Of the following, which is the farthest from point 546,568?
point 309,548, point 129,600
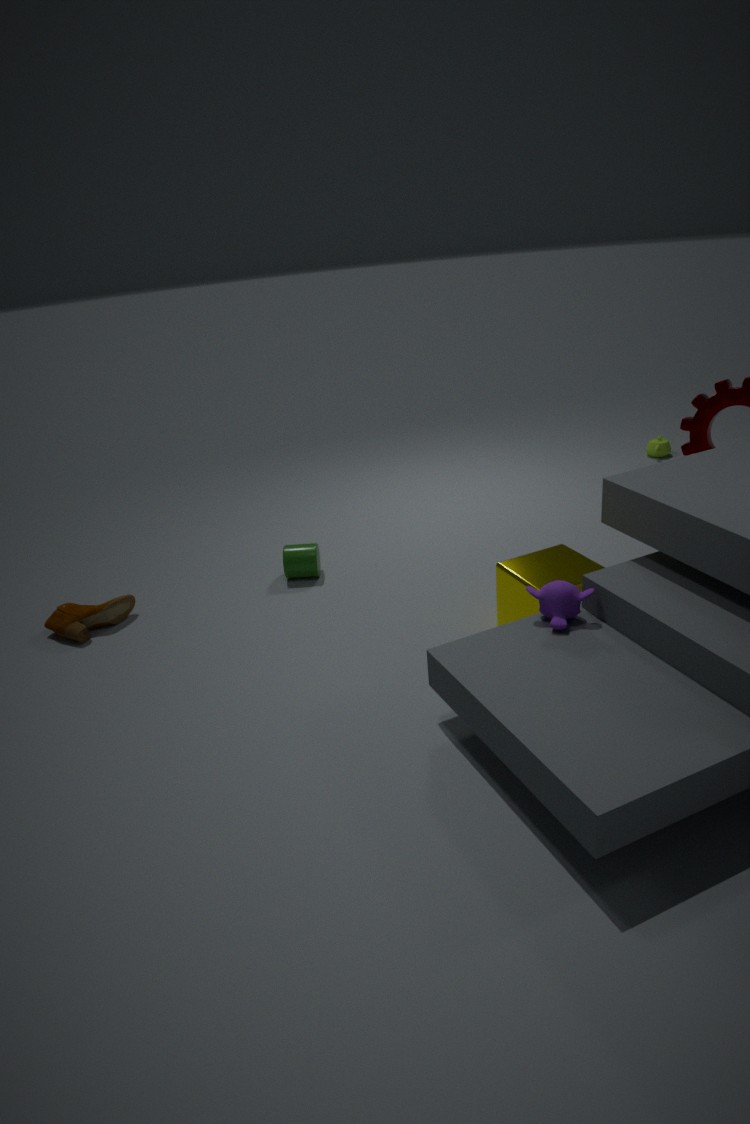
point 129,600
